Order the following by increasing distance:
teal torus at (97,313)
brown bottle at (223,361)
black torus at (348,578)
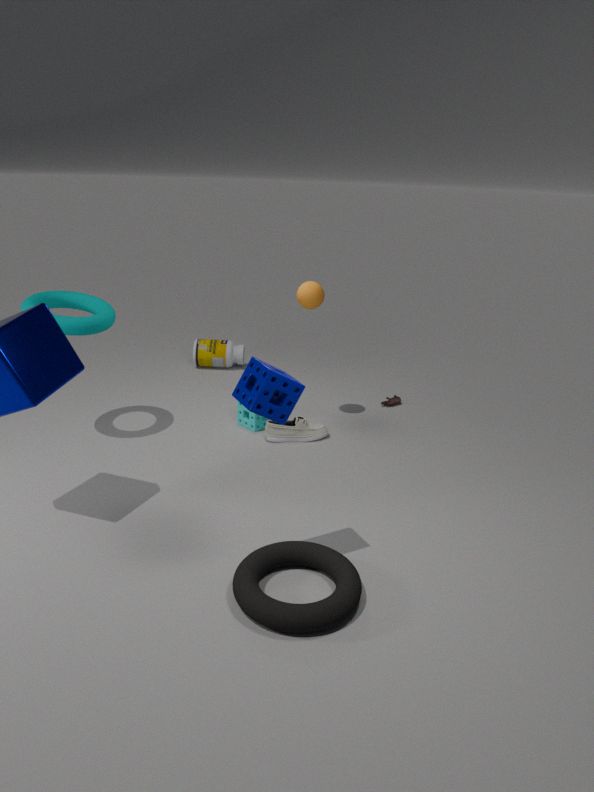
black torus at (348,578) < teal torus at (97,313) < brown bottle at (223,361)
